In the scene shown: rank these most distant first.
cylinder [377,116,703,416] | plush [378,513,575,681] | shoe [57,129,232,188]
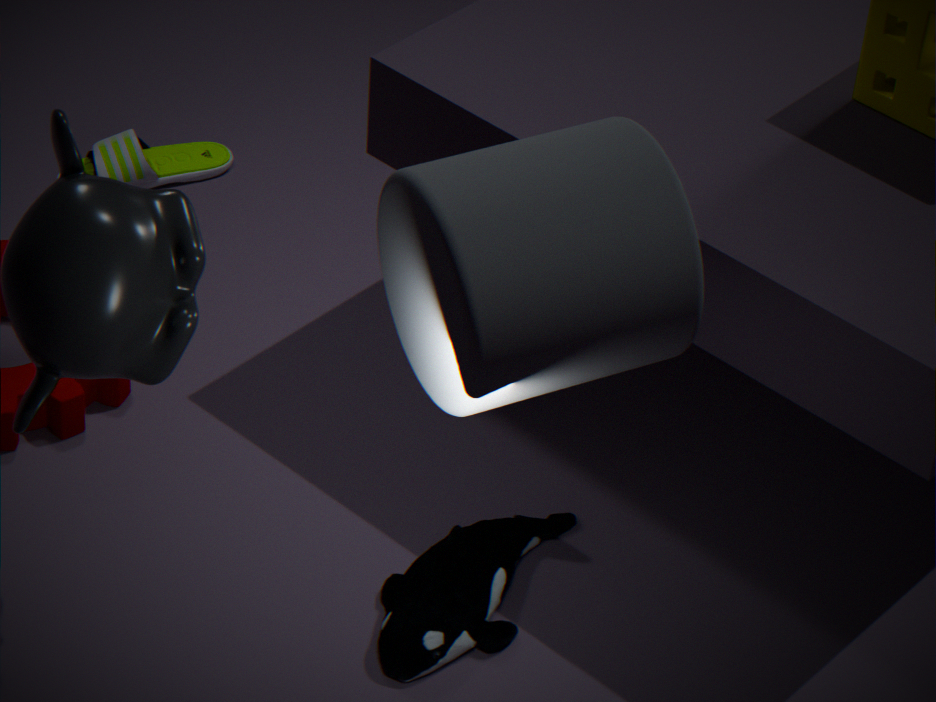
shoe [57,129,232,188], plush [378,513,575,681], cylinder [377,116,703,416]
